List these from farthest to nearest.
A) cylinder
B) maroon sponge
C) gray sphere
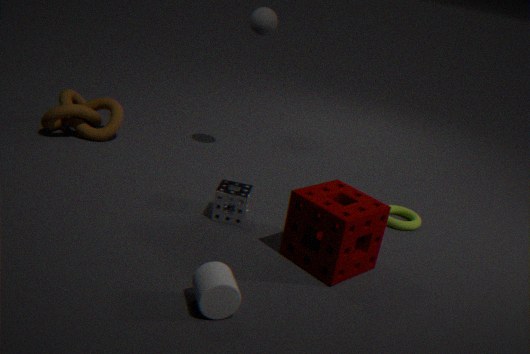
gray sphere, maroon sponge, cylinder
